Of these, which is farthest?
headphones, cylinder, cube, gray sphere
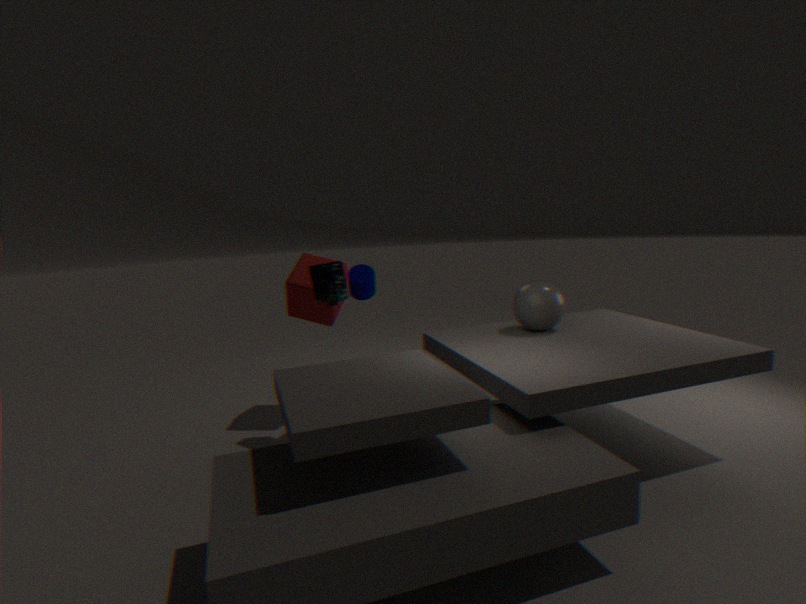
cube
